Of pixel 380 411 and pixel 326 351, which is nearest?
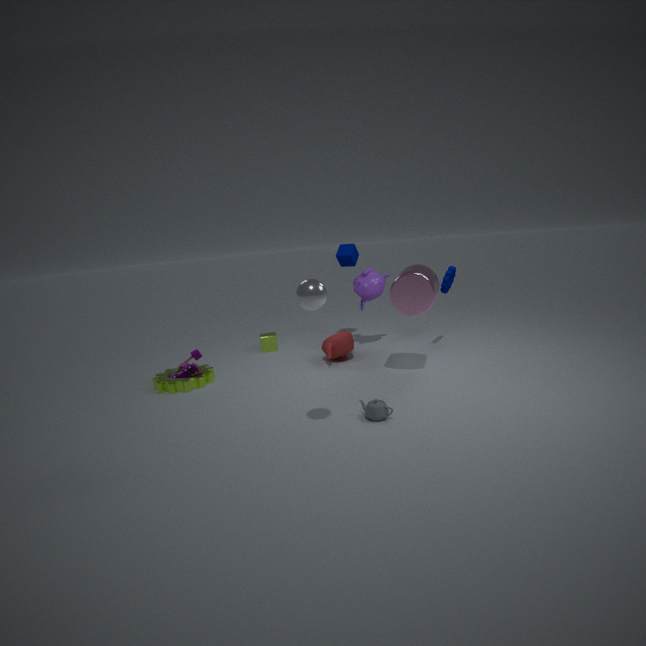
pixel 380 411
